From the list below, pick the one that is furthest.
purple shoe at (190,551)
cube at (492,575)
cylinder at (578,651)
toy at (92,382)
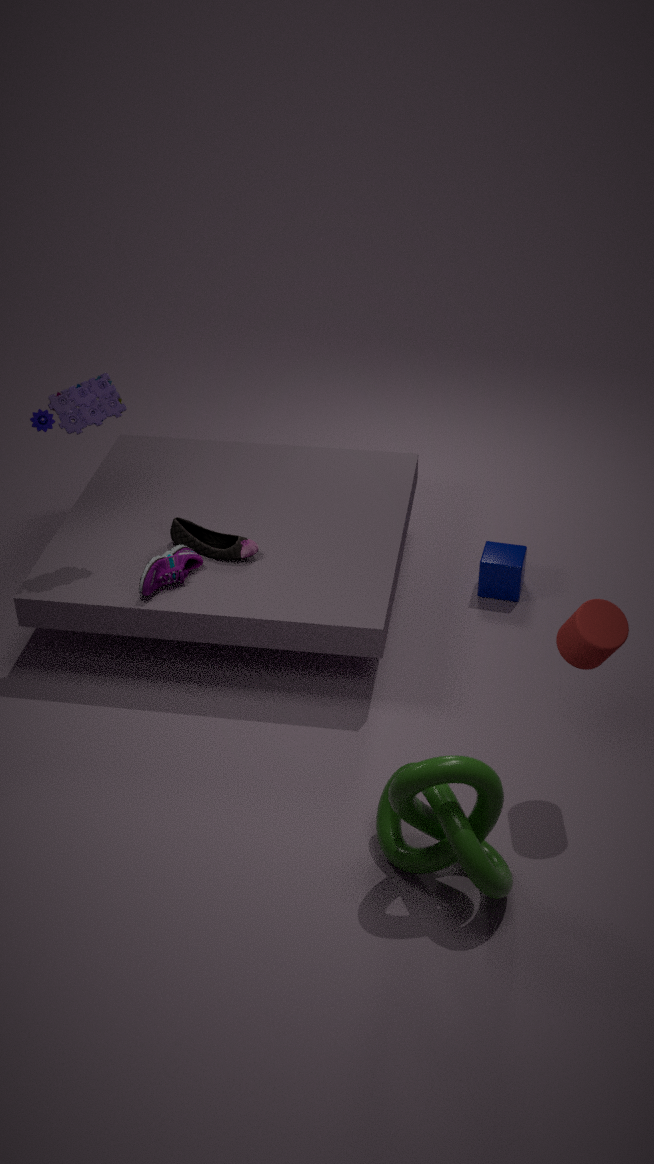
cube at (492,575)
